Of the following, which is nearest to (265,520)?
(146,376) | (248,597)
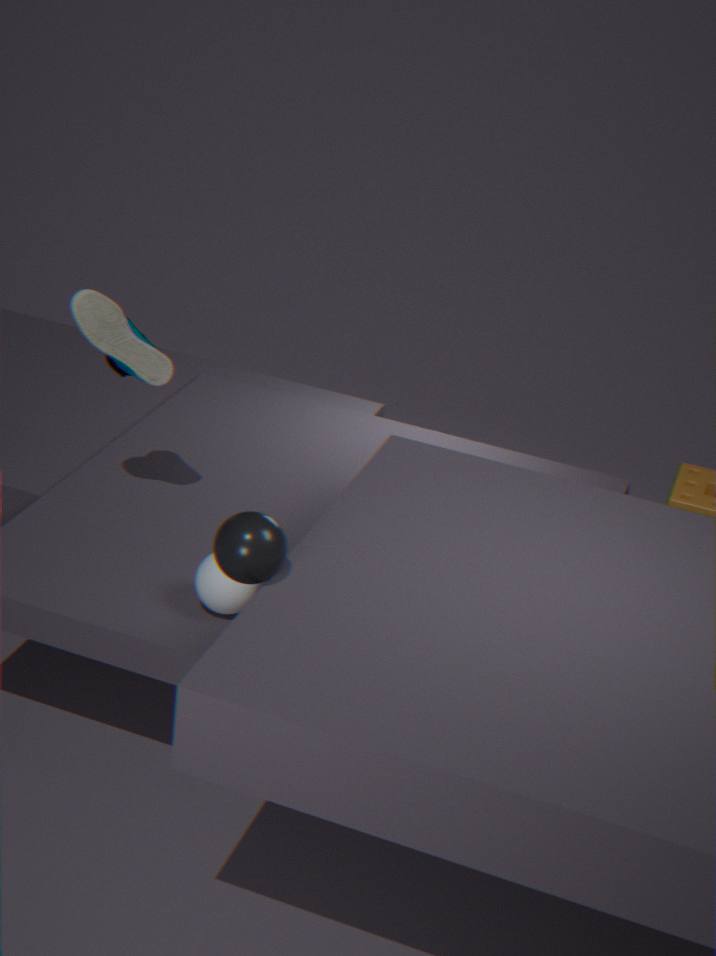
(248,597)
